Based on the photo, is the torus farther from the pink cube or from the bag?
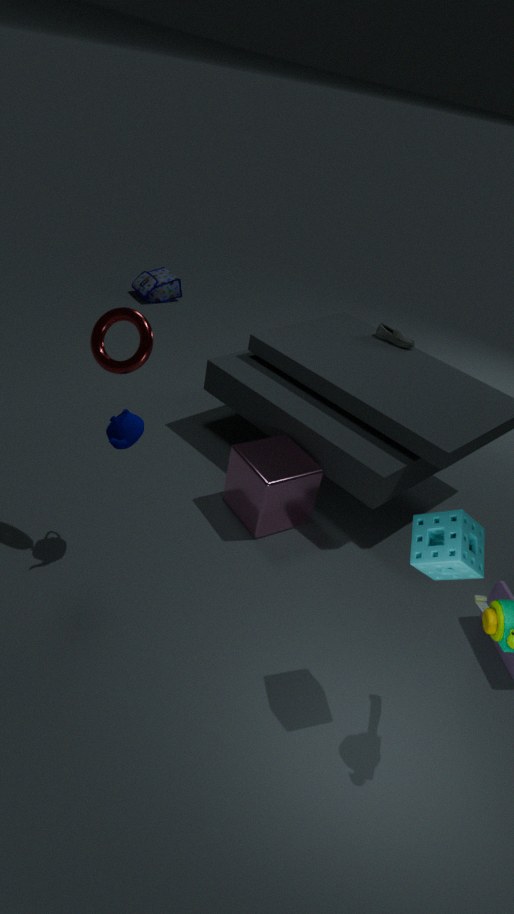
the bag
